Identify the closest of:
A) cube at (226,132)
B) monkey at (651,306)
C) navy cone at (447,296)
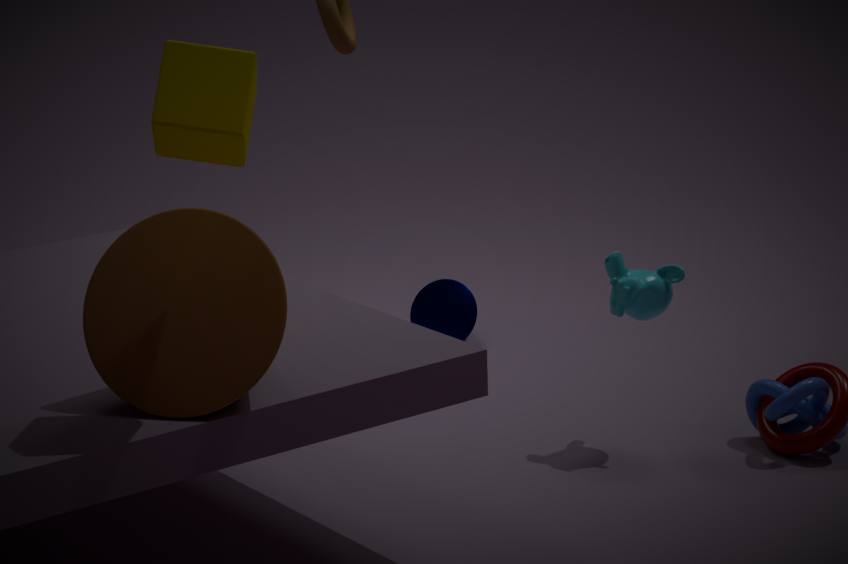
A. cube at (226,132)
